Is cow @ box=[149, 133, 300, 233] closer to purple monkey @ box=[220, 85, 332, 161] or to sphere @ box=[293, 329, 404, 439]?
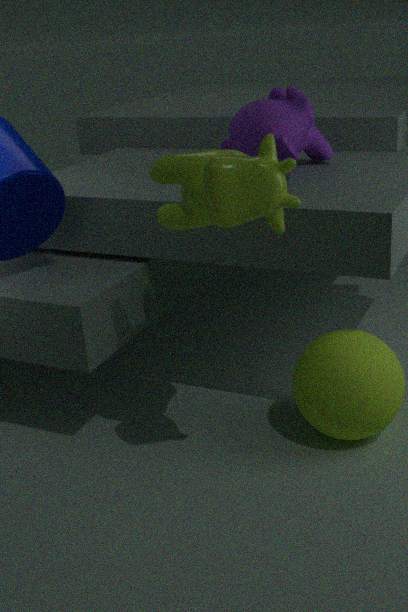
purple monkey @ box=[220, 85, 332, 161]
